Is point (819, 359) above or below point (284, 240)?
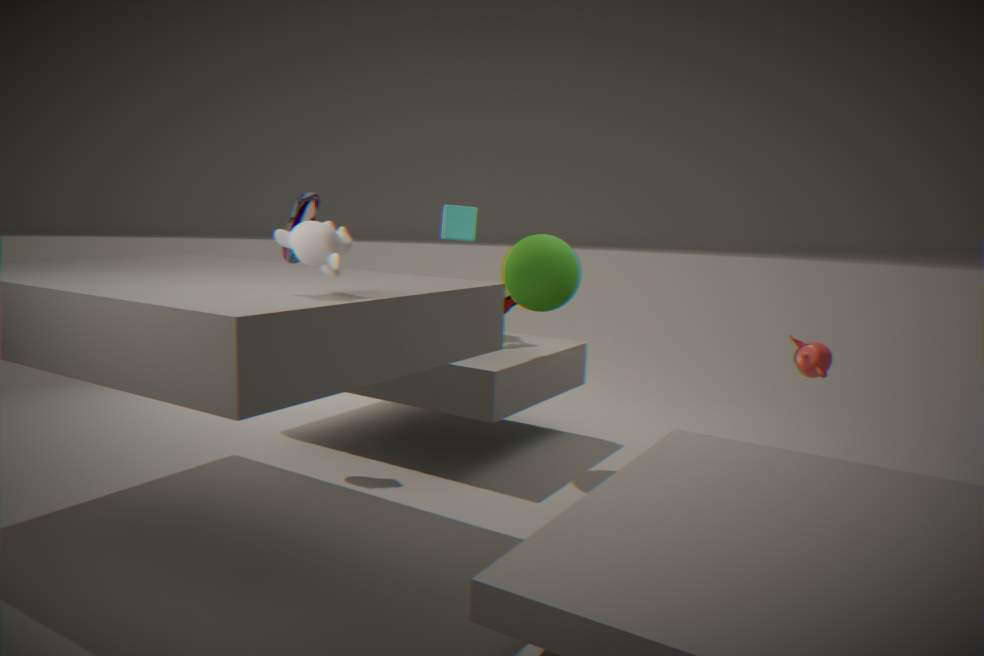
below
